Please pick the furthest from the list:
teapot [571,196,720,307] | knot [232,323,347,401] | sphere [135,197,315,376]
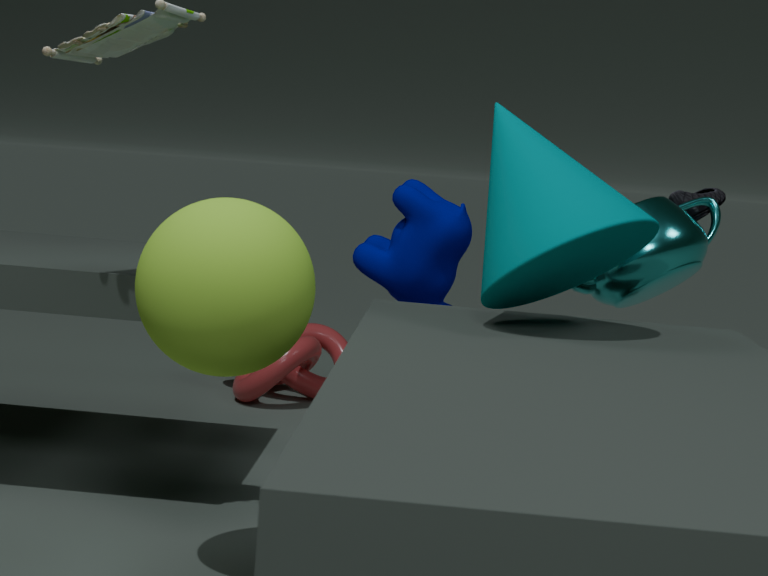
knot [232,323,347,401]
